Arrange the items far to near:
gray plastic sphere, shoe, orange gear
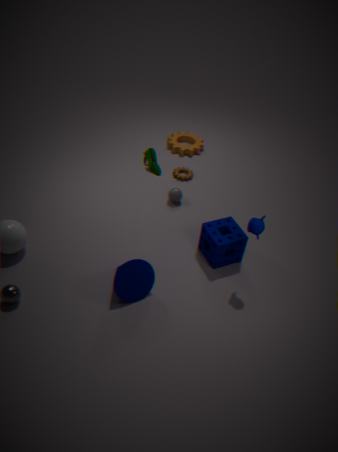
orange gear
gray plastic sphere
shoe
